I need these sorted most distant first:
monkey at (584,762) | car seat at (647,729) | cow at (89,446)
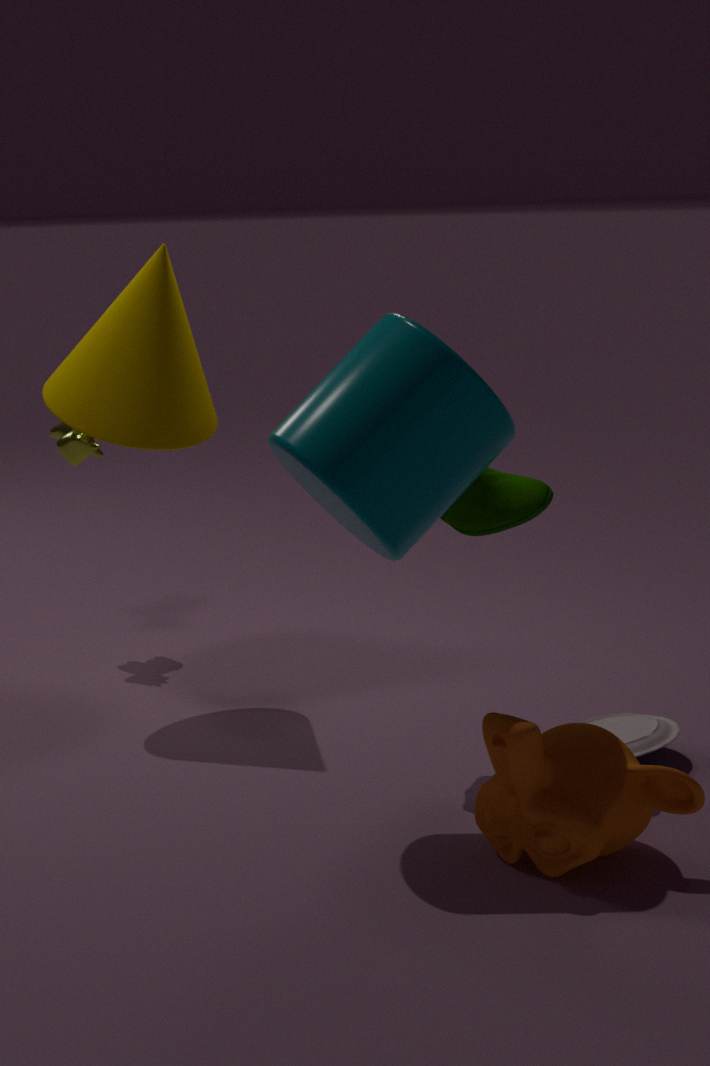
cow at (89,446) → car seat at (647,729) → monkey at (584,762)
